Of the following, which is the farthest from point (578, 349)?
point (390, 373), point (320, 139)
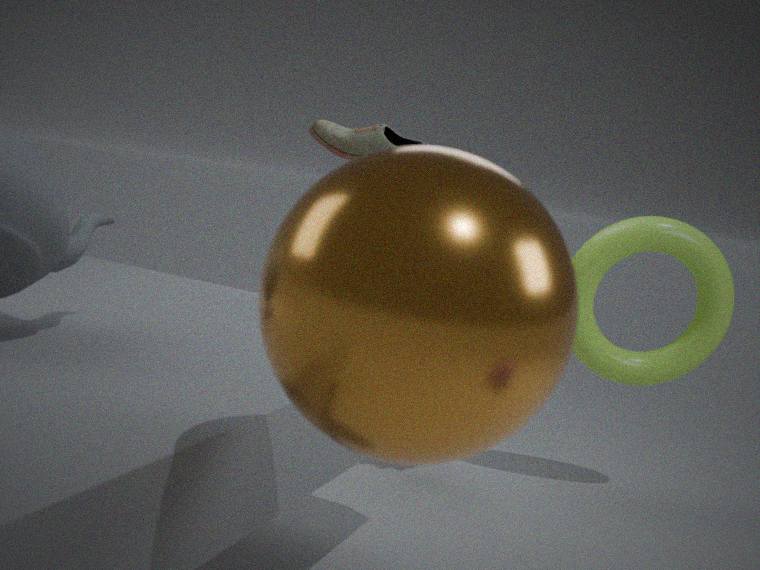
point (390, 373)
